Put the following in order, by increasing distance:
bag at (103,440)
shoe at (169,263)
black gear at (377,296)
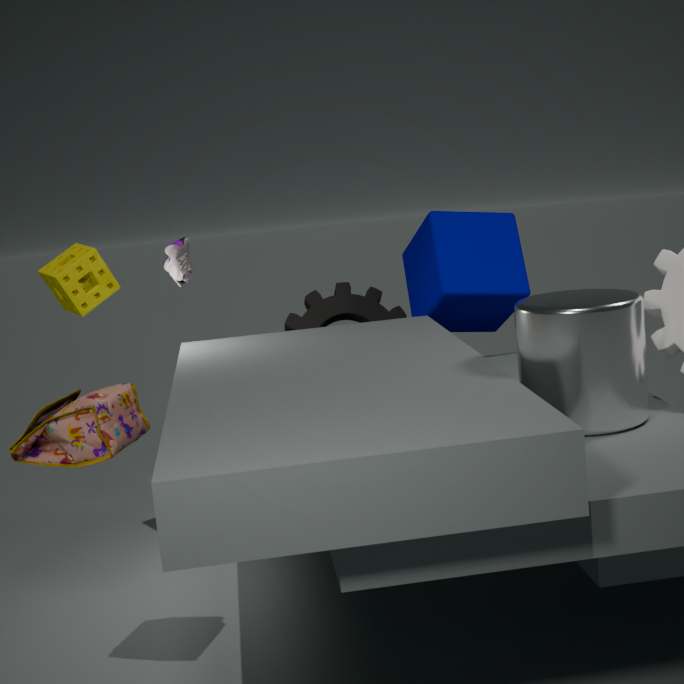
bag at (103,440)
shoe at (169,263)
black gear at (377,296)
